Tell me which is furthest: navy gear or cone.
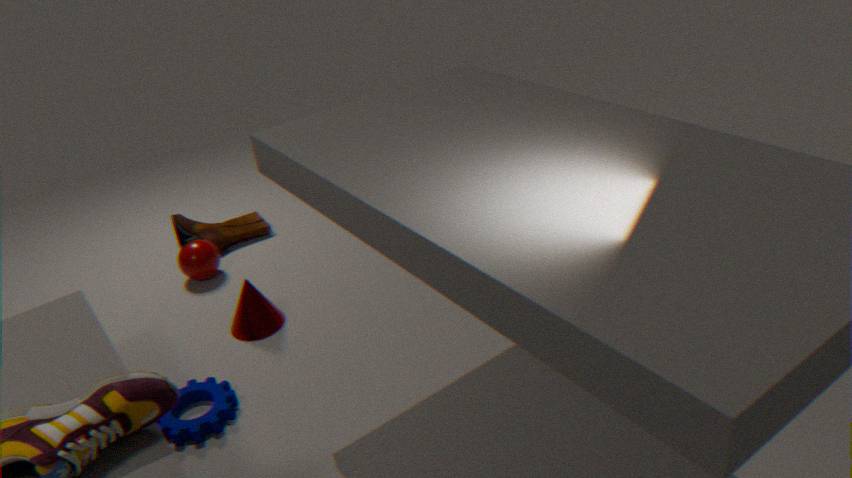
cone
